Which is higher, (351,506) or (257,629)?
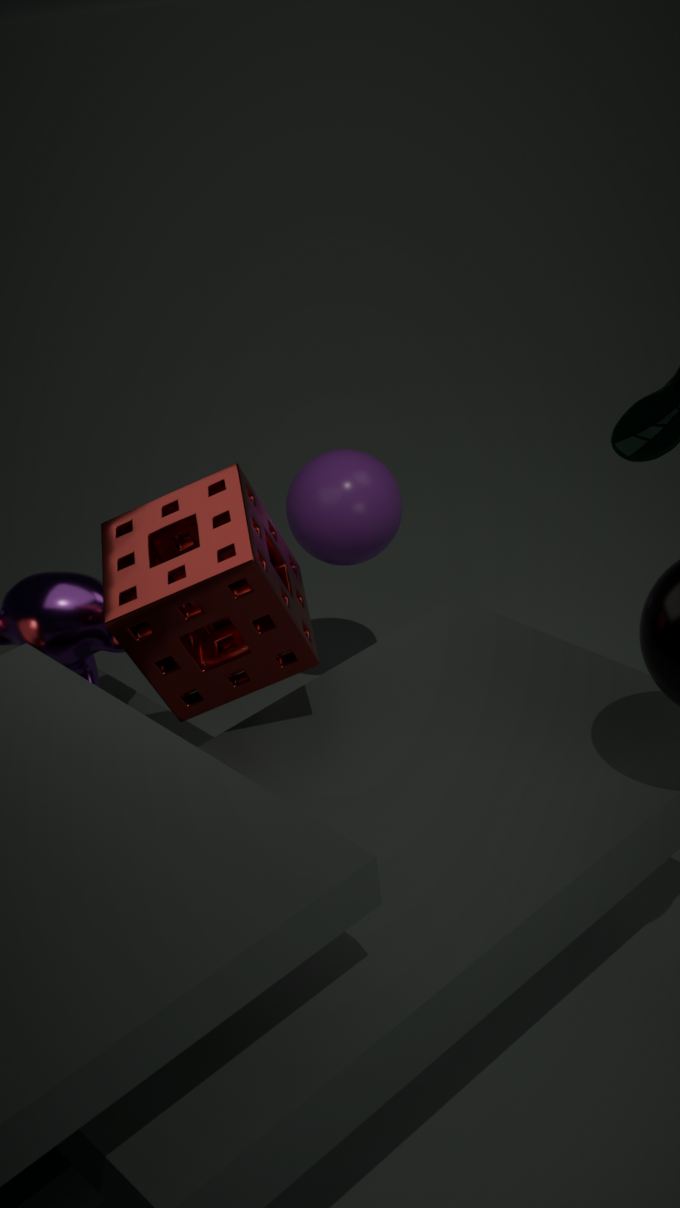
(257,629)
